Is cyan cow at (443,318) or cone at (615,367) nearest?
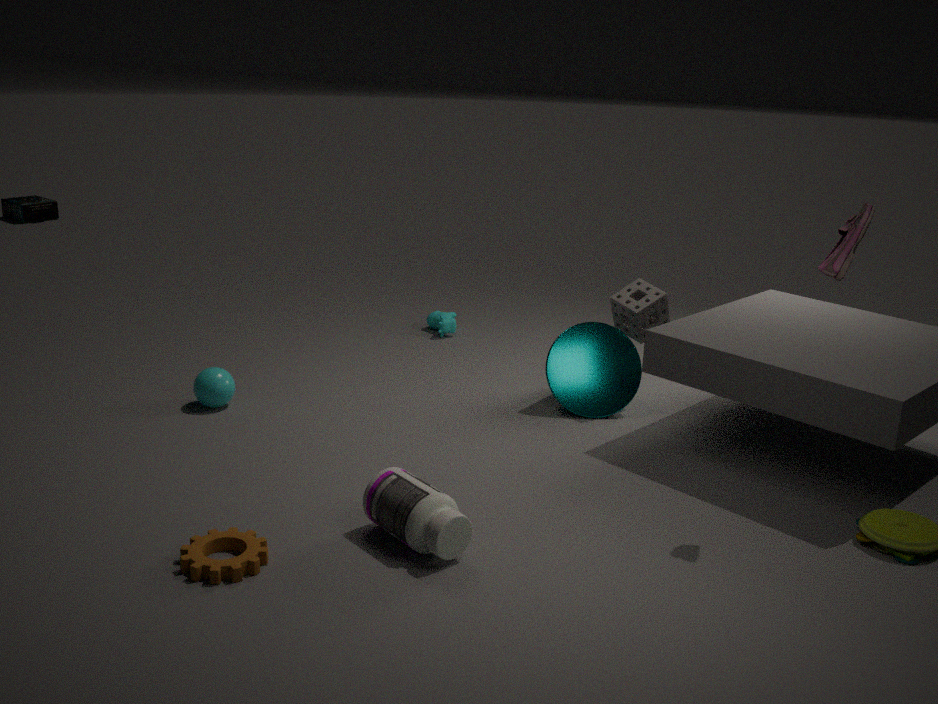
cone at (615,367)
